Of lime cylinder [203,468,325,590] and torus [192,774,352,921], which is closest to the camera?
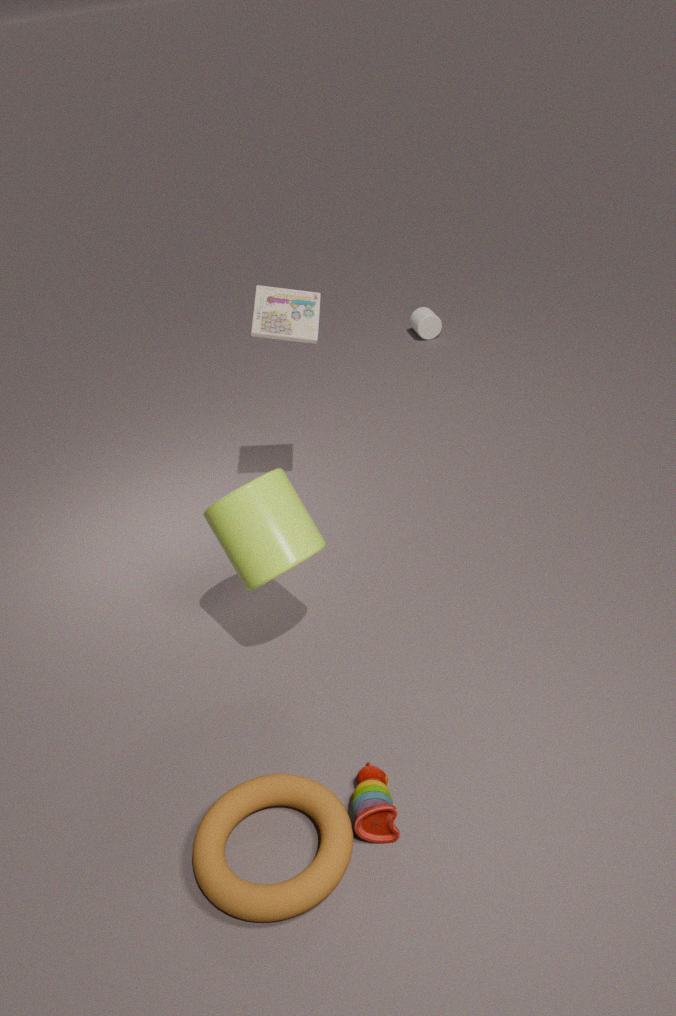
torus [192,774,352,921]
